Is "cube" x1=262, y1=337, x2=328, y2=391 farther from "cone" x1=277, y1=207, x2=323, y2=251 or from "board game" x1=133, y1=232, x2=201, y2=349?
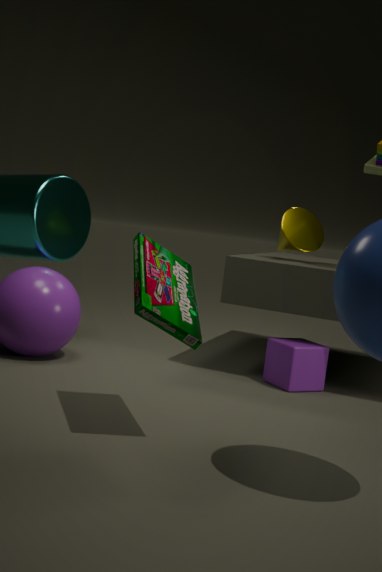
"board game" x1=133, y1=232, x2=201, y2=349
